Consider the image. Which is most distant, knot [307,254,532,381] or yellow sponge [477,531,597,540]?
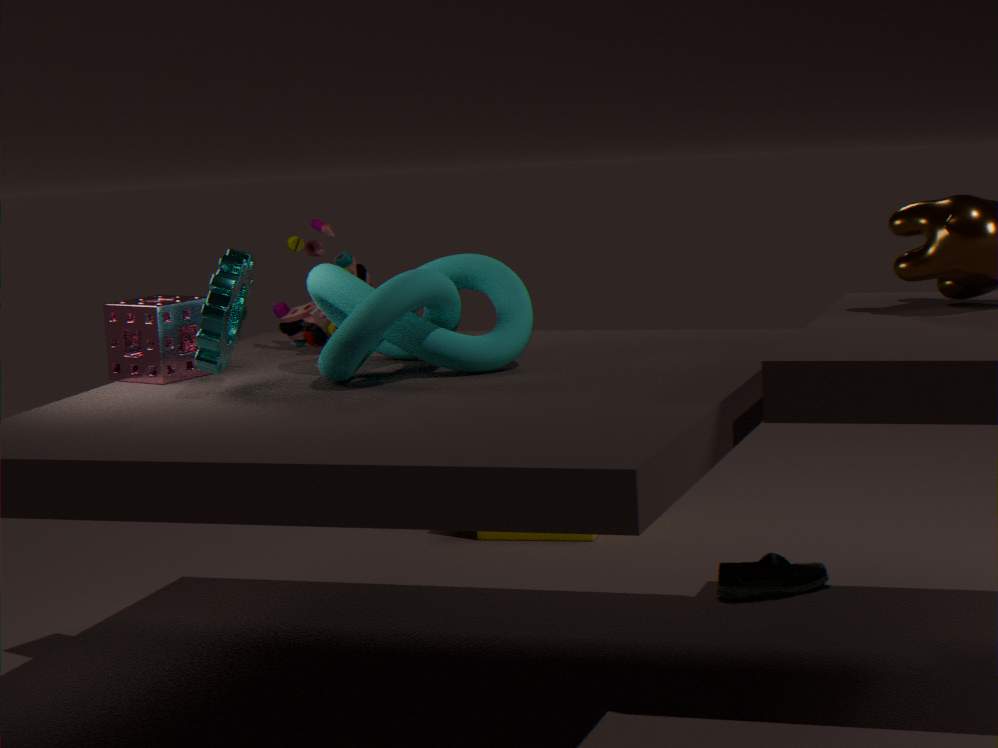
yellow sponge [477,531,597,540]
